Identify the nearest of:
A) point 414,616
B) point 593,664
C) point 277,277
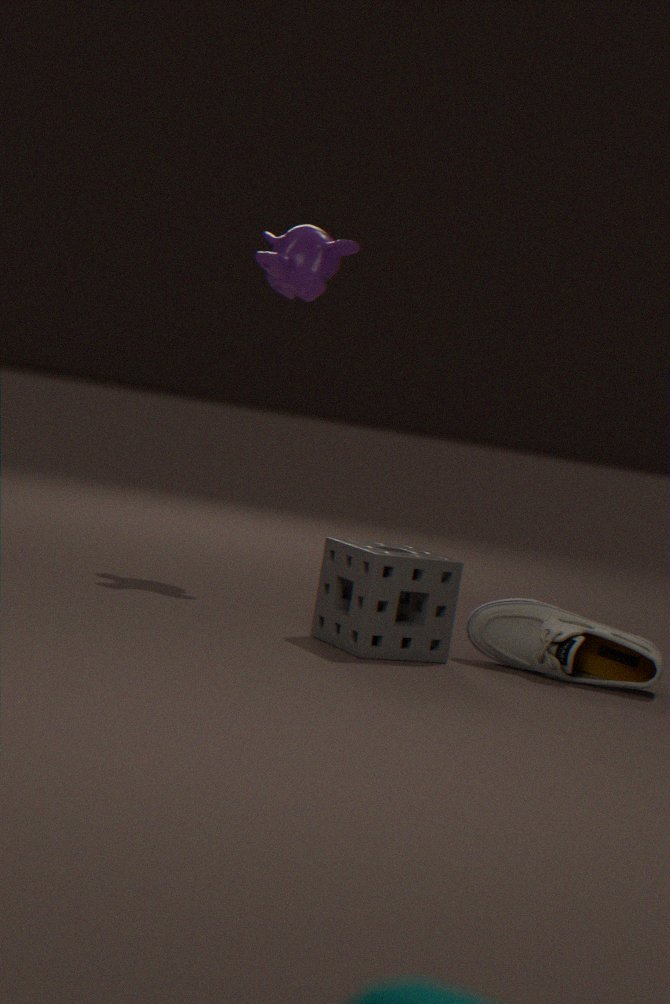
point 414,616
